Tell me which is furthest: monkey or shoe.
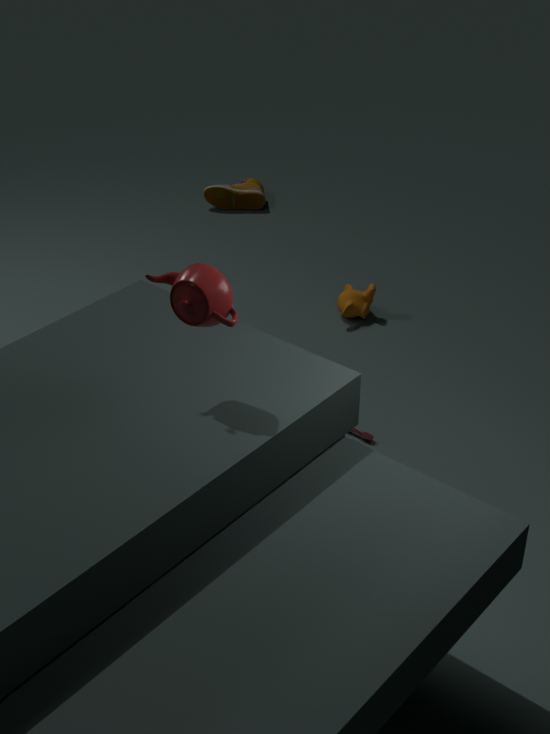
shoe
